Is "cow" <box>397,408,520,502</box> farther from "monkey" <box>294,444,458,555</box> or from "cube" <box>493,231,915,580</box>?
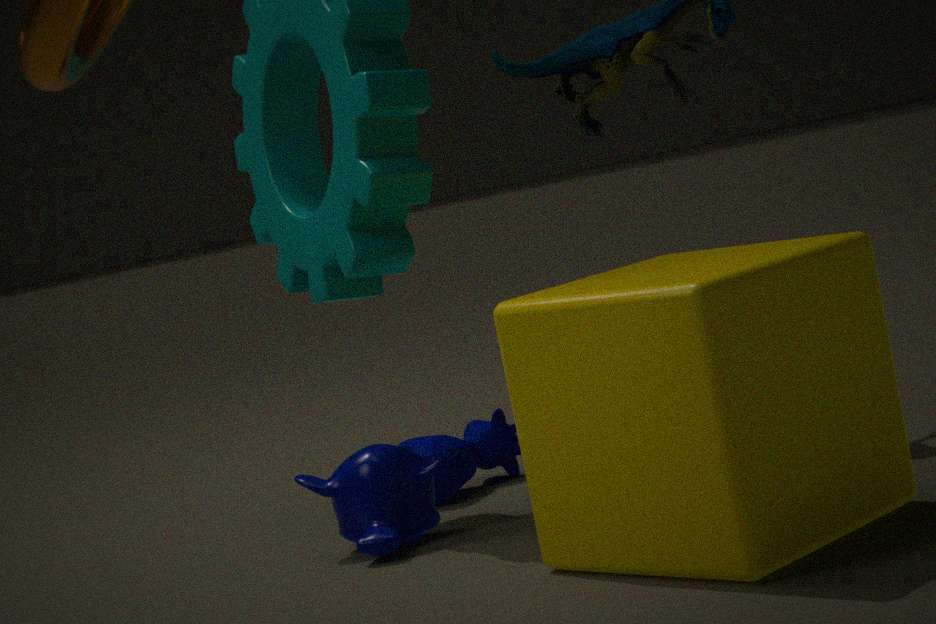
"cube" <box>493,231,915,580</box>
